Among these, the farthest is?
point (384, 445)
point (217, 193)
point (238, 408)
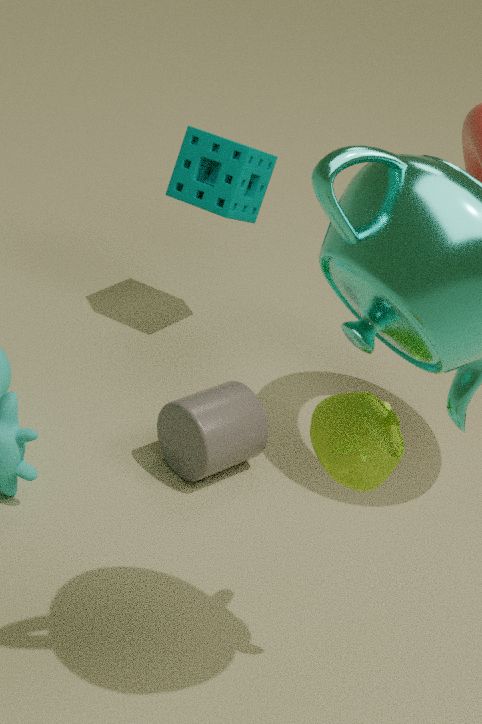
point (217, 193)
